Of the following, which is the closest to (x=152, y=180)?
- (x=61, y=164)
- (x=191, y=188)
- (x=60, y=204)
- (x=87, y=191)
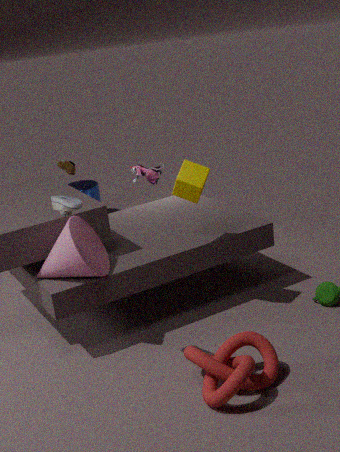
(x=61, y=164)
